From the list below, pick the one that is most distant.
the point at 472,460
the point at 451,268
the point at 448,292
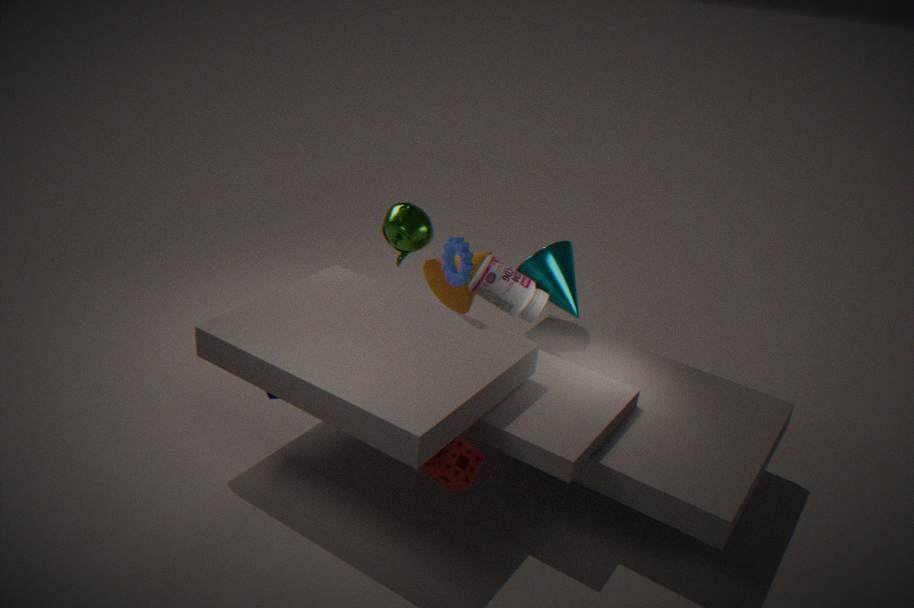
the point at 448,292
